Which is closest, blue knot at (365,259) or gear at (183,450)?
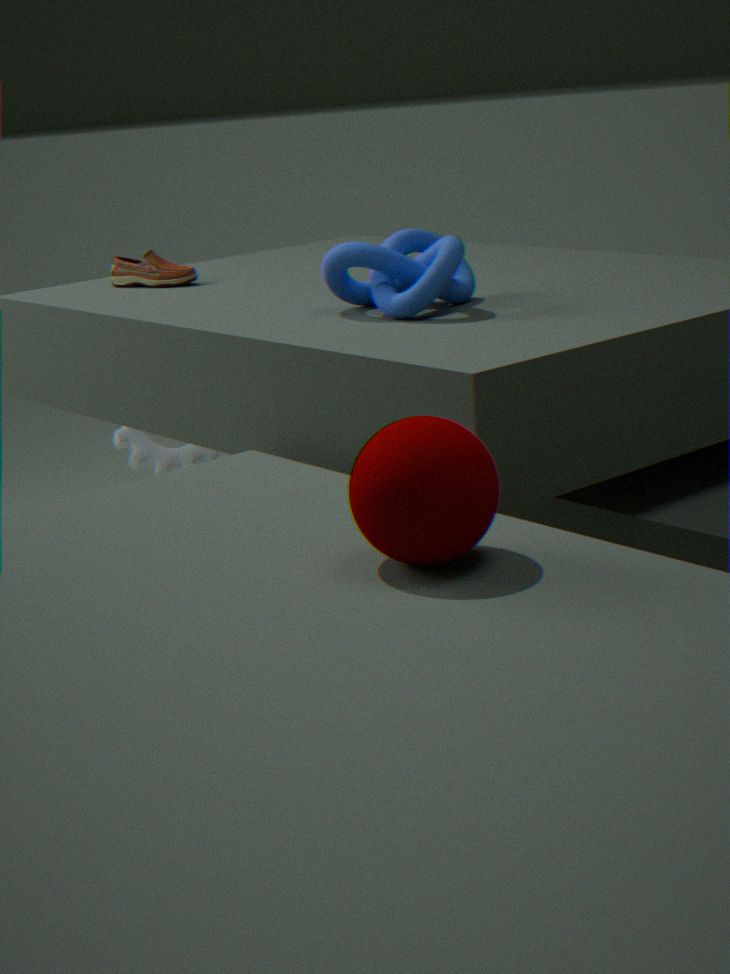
blue knot at (365,259)
